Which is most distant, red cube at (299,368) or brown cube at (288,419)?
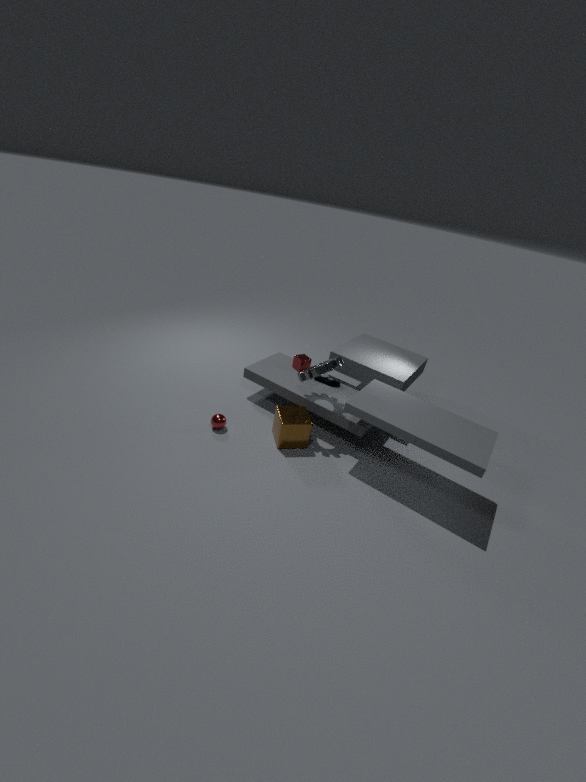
red cube at (299,368)
